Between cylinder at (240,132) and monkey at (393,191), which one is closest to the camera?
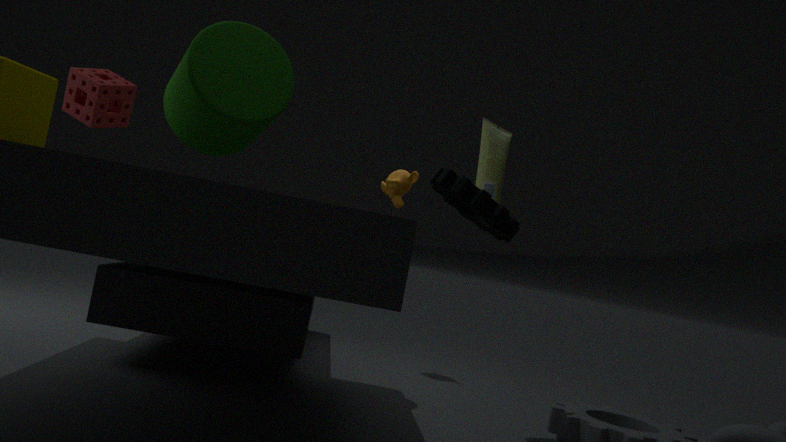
cylinder at (240,132)
